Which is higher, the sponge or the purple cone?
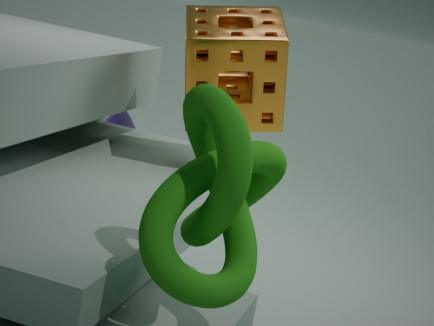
the sponge
